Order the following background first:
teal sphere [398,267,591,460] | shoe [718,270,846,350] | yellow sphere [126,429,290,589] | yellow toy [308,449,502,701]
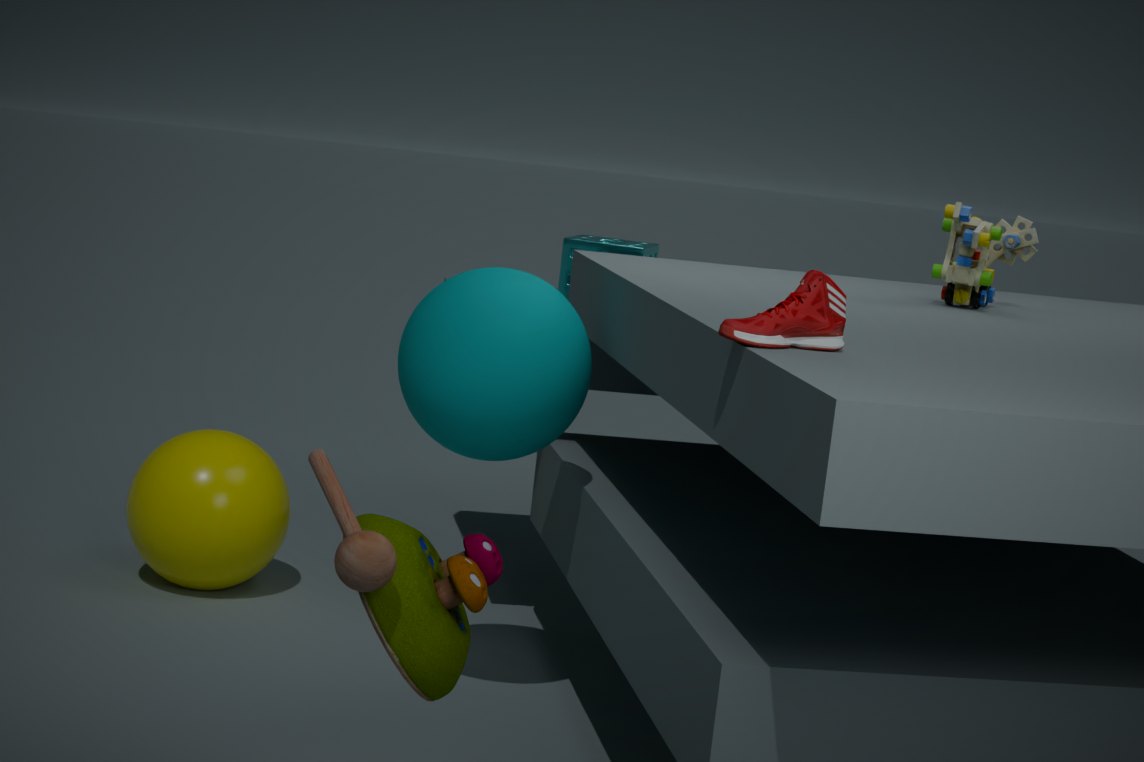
yellow sphere [126,429,290,589] < teal sphere [398,267,591,460] < shoe [718,270,846,350] < yellow toy [308,449,502,701]
